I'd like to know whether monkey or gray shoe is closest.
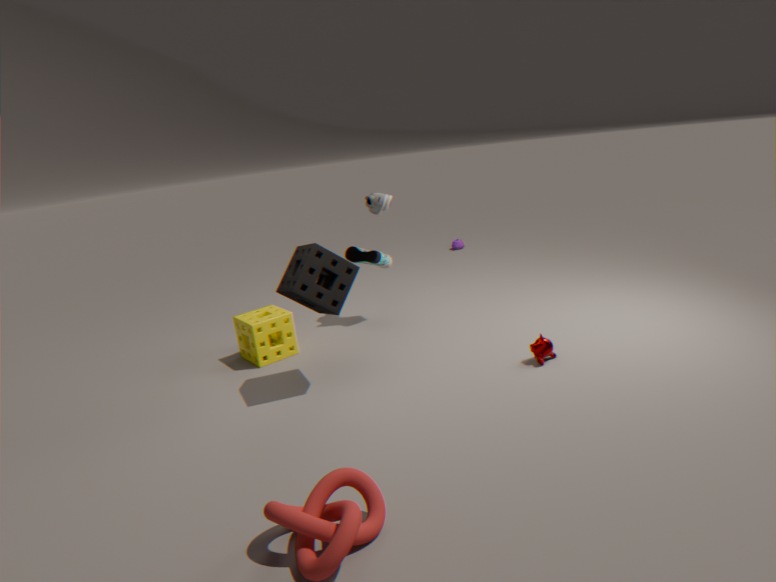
monkey
